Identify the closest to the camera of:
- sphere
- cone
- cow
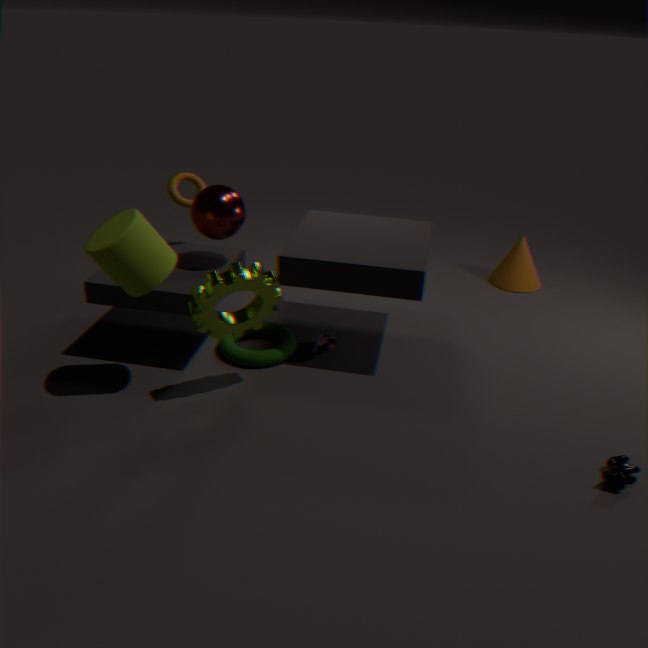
cow
